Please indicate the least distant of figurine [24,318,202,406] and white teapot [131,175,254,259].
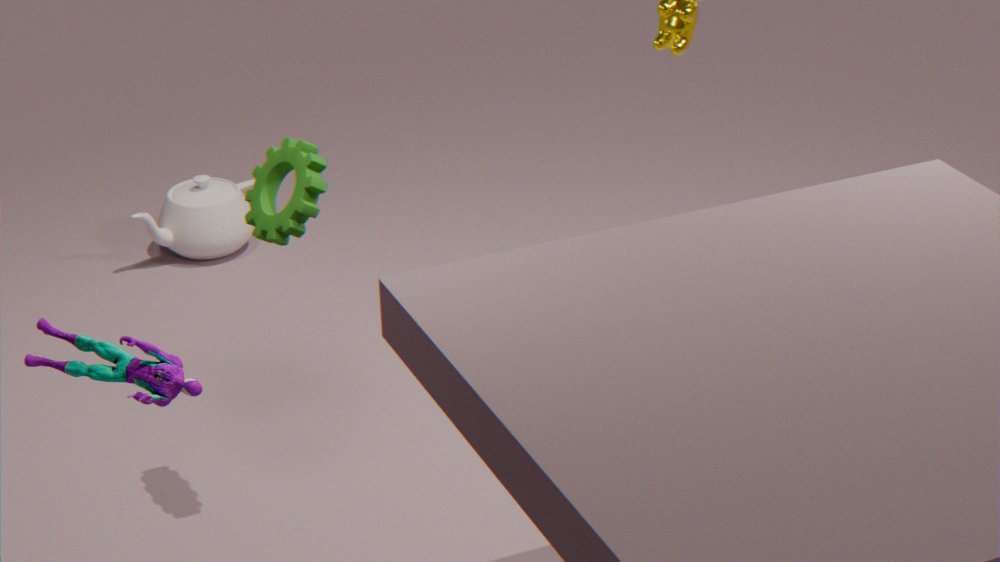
figurine [24,318,202,406]
